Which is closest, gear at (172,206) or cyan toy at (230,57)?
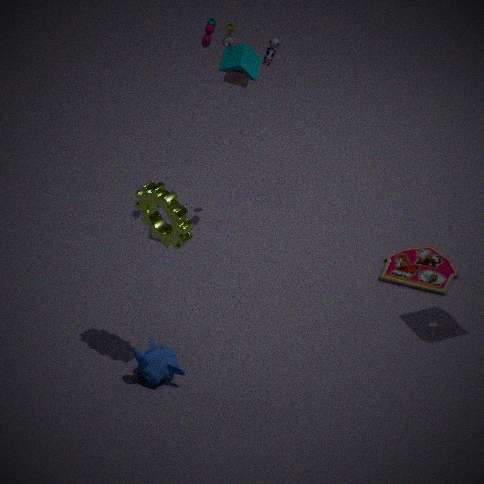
gear at (172,206)
